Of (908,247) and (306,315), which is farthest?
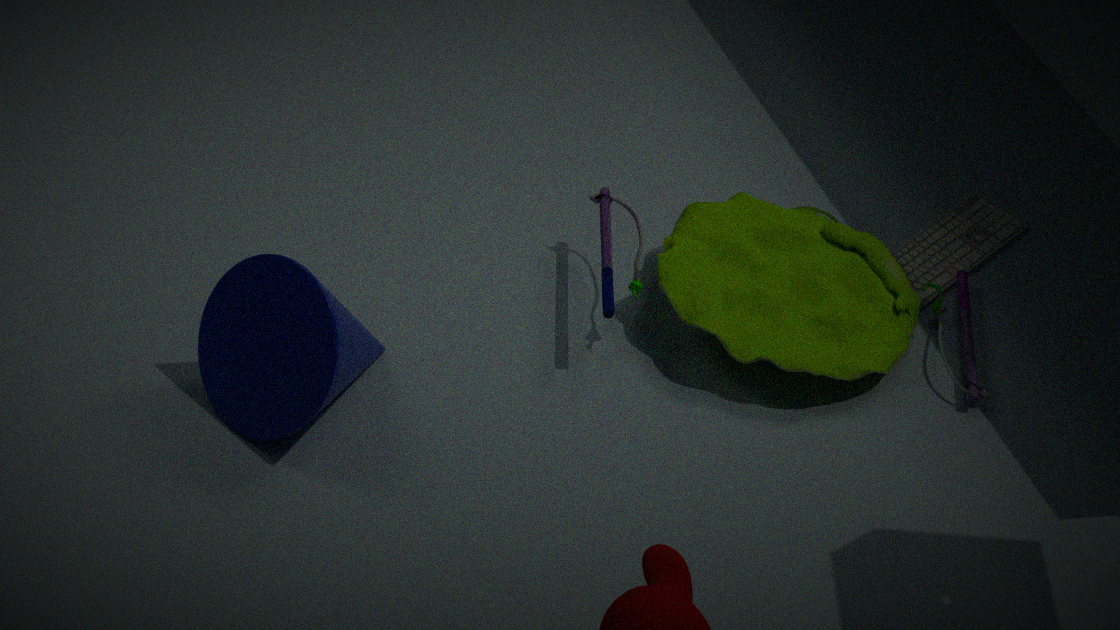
(908,247)
